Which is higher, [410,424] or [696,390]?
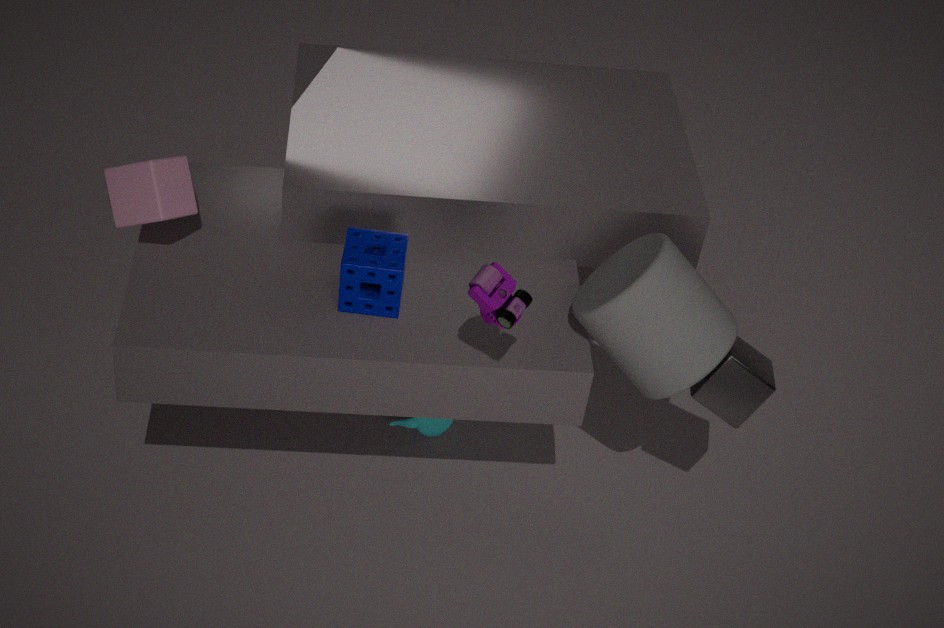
[696,390]
